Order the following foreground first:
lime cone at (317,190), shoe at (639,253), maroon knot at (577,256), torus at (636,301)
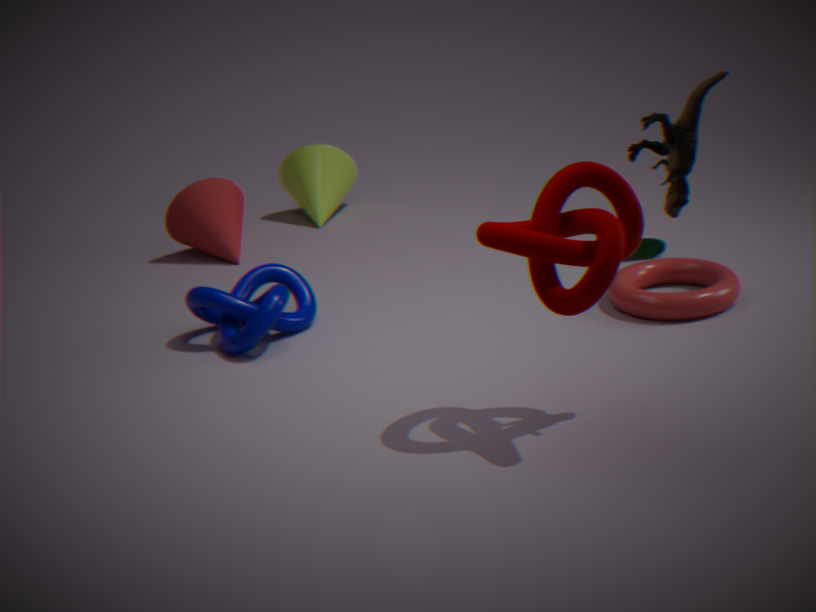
1. maroon knot at (577,256)
2. torus at (636,301)
3. shoe at (639,253)
4. lime cone at (317,190)
